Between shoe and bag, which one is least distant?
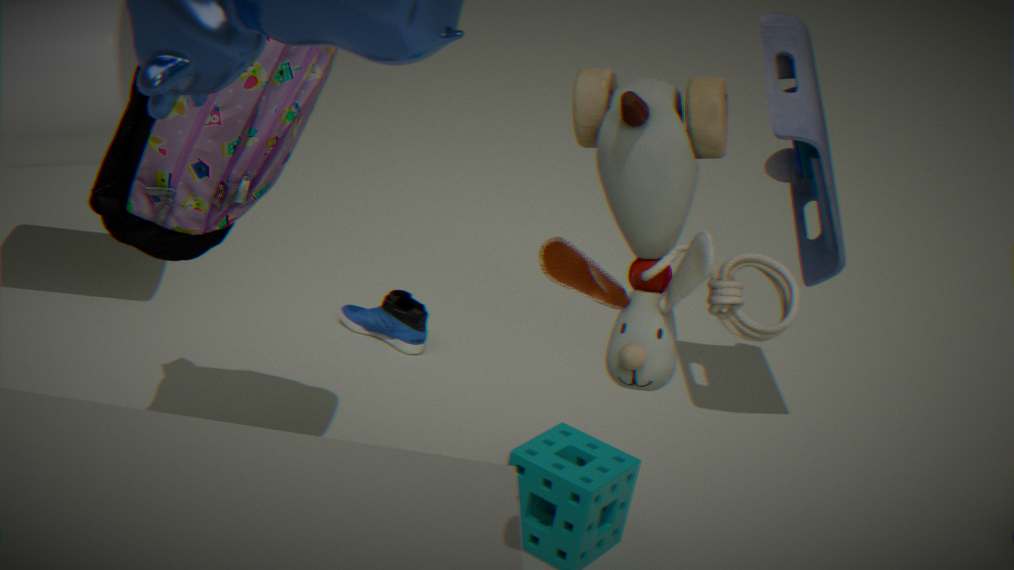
bag
